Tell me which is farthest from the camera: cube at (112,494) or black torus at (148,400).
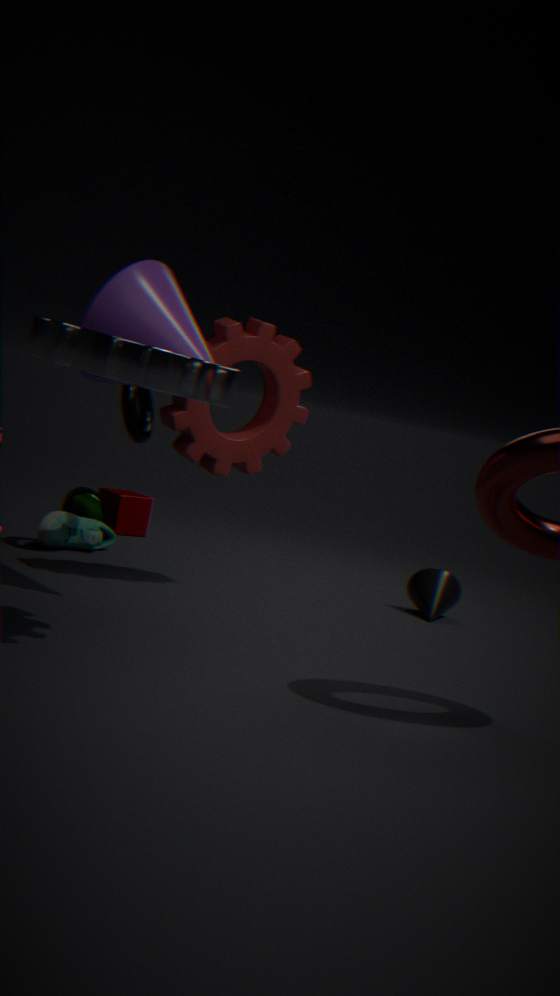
cube at (112,494)
